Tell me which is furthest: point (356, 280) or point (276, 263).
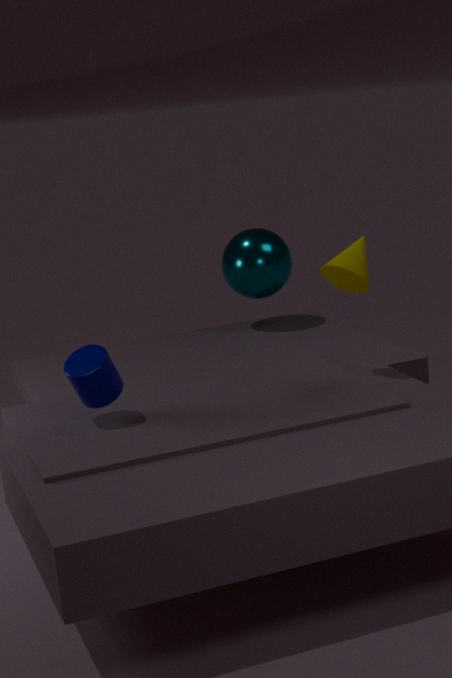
point (276, 263)
